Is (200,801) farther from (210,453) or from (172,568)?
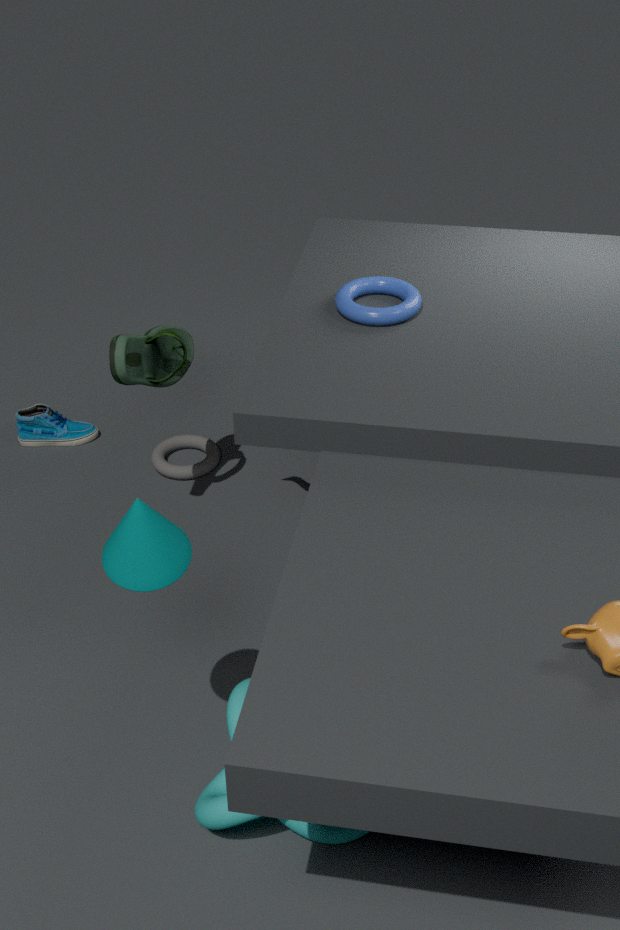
(210,453)
